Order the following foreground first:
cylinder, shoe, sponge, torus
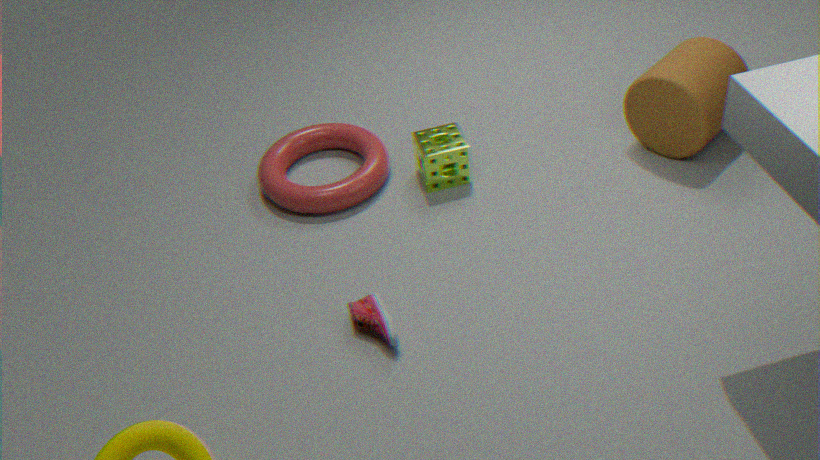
shoe, cylinder, sponge, torus
